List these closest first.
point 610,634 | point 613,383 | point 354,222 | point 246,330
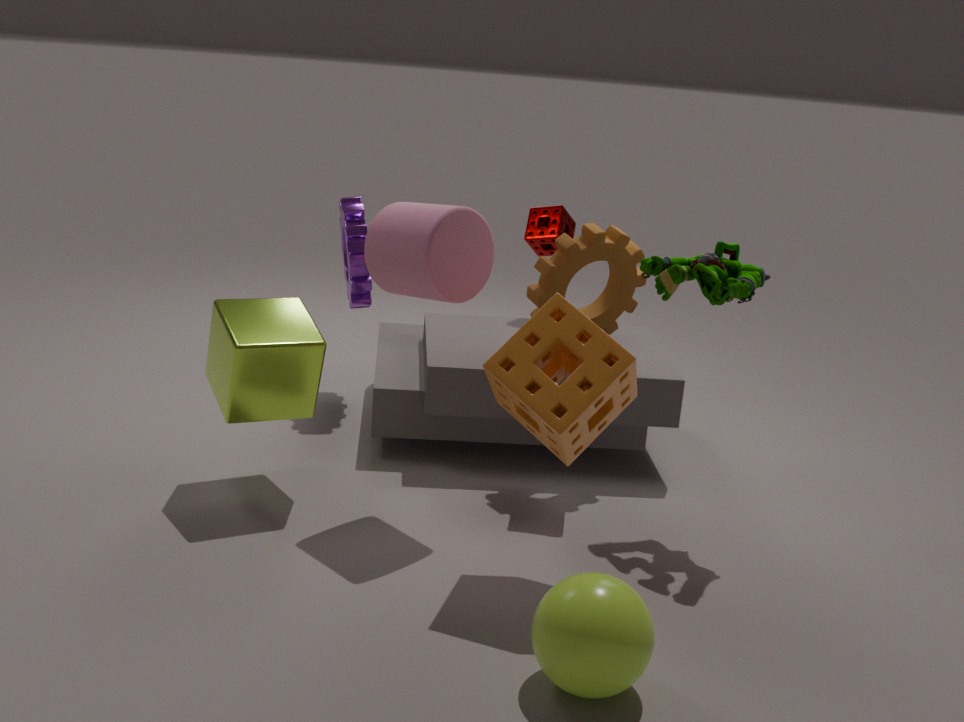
point 610,634 → point 613,383 → point 246,330 → point 354,222
